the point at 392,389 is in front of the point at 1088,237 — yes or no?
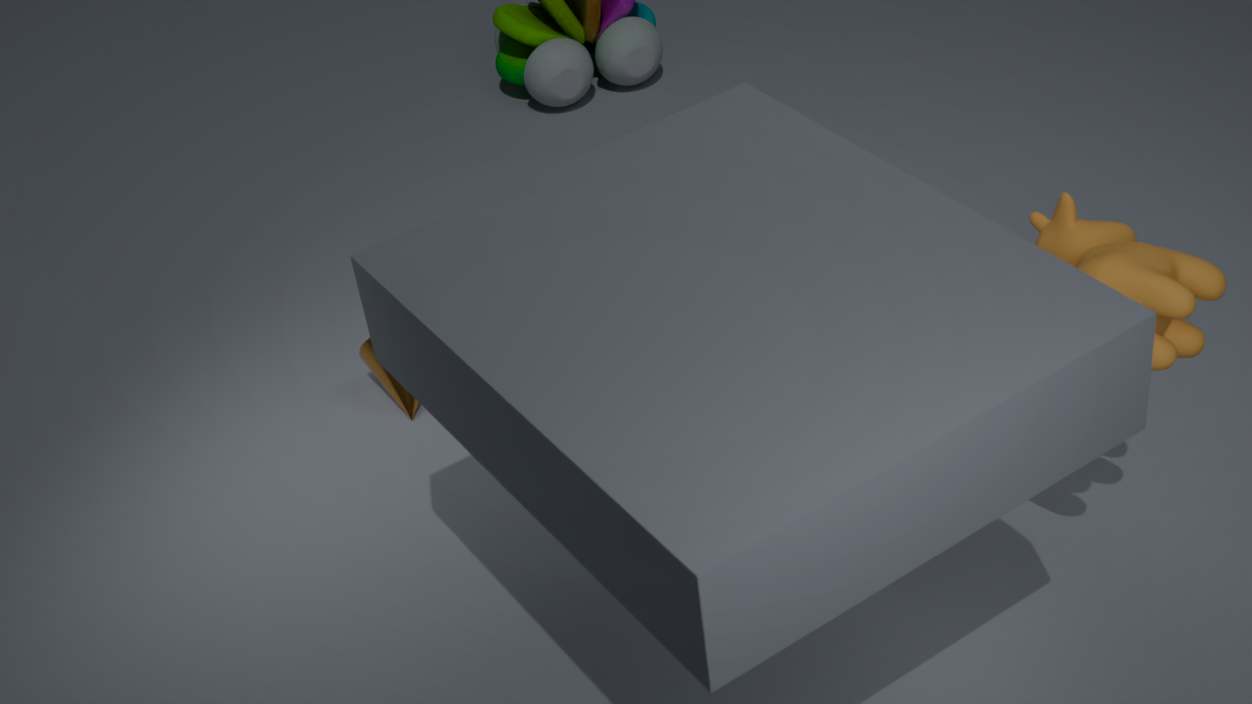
No
